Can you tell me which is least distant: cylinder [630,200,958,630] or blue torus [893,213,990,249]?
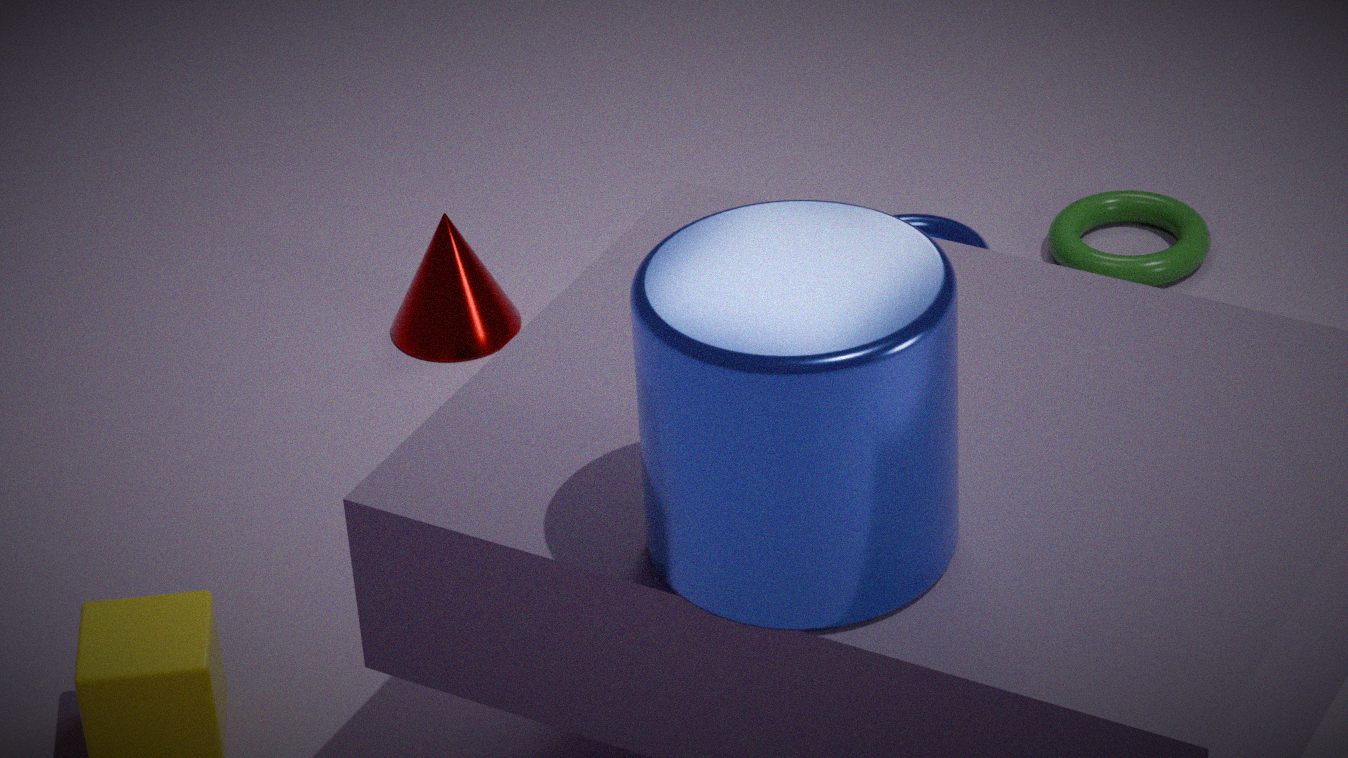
cylinder [630,200,958,630]
